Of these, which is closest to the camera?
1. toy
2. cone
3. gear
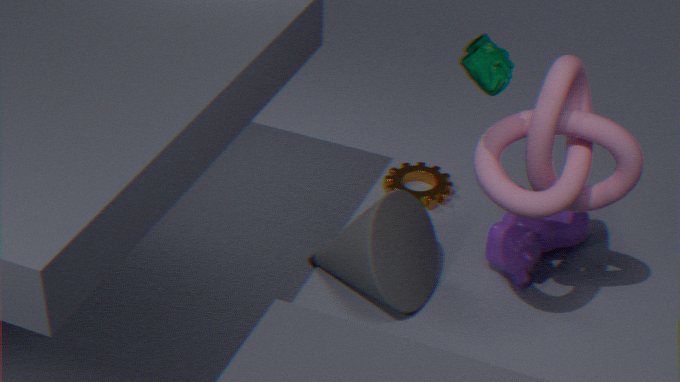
toy
